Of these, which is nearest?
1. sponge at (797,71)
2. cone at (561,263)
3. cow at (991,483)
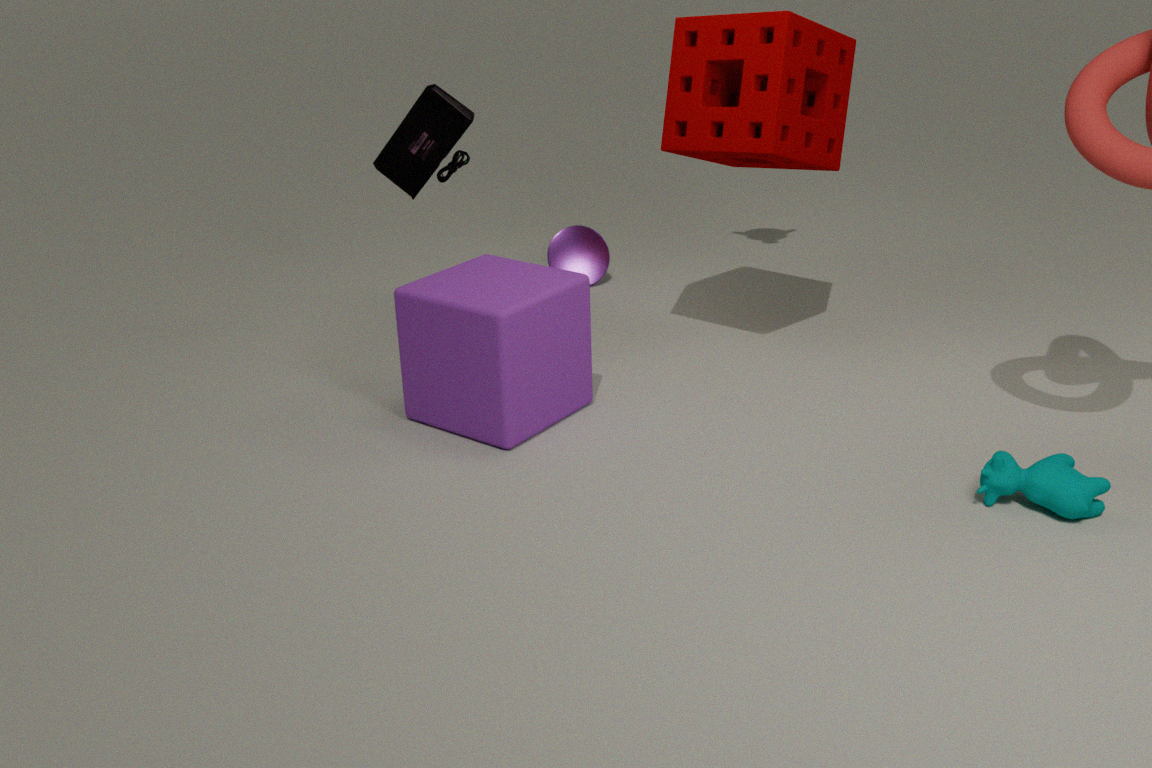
cow at (991,483)
